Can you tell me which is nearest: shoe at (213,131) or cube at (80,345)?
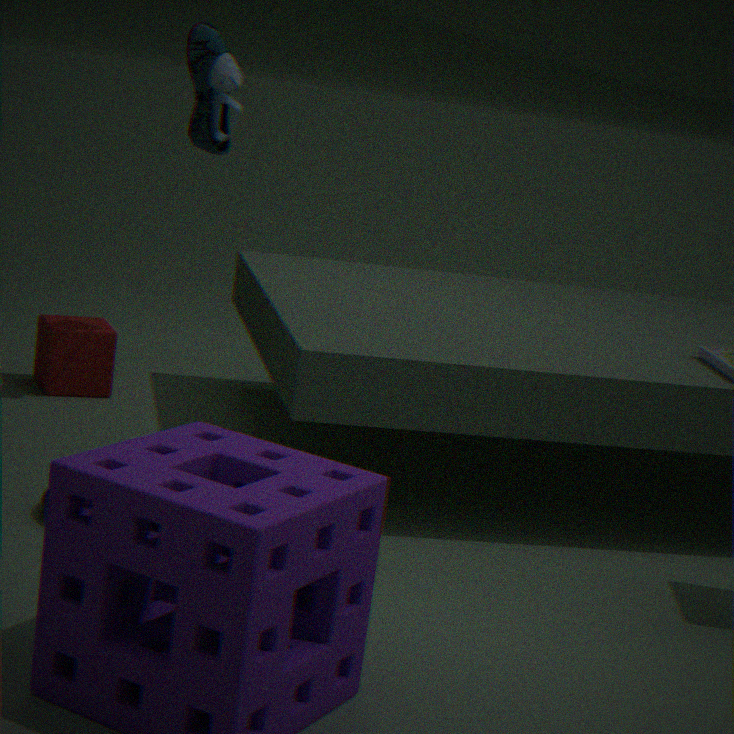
shoe at (213,131)
